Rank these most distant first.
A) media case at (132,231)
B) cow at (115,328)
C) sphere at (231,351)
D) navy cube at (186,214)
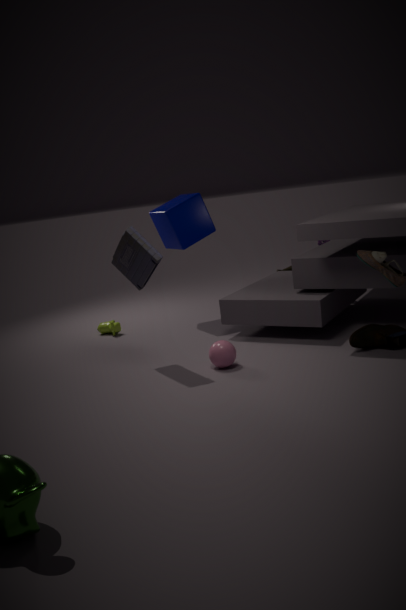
cow at (115,328) < navy cube at (186,214) < sphere at (231,351) < media case at (132,231)
